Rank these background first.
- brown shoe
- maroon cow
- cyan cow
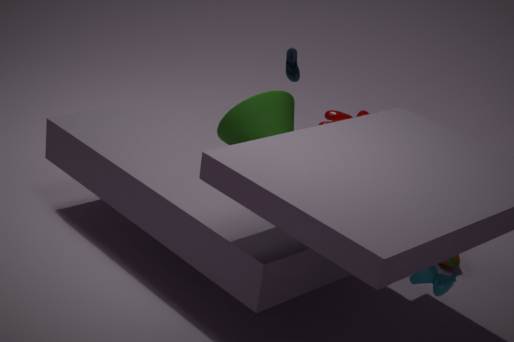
1. maroon cow
2. brown shoe
3. cyan cow
